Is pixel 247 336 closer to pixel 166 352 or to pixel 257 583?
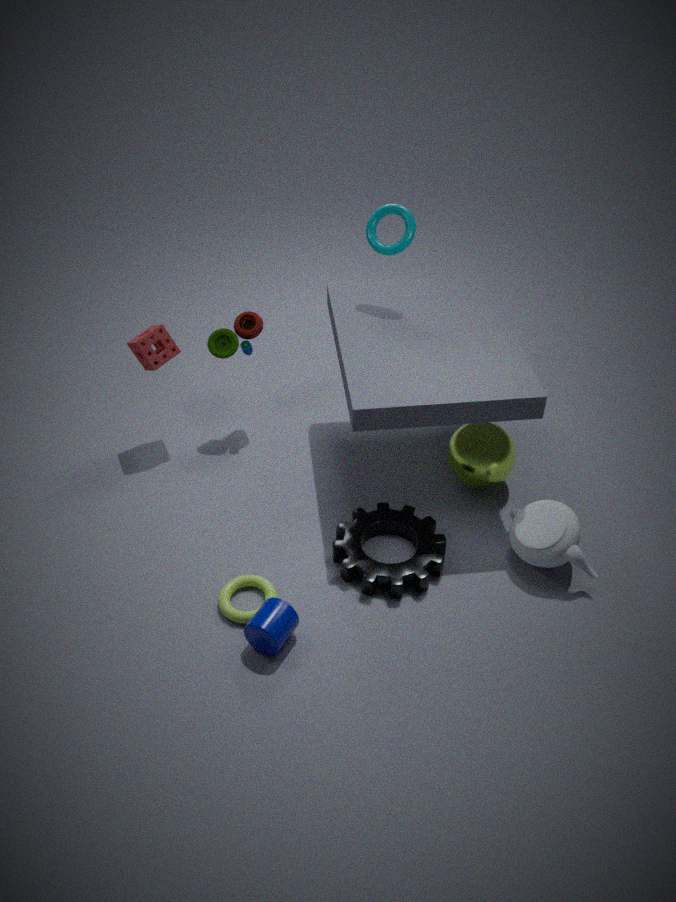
pixel 166 352
